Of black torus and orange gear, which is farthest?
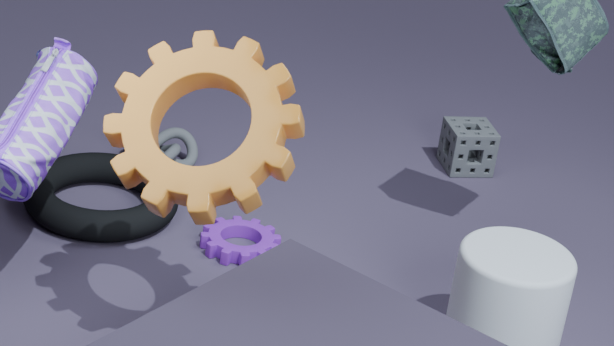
black torus
